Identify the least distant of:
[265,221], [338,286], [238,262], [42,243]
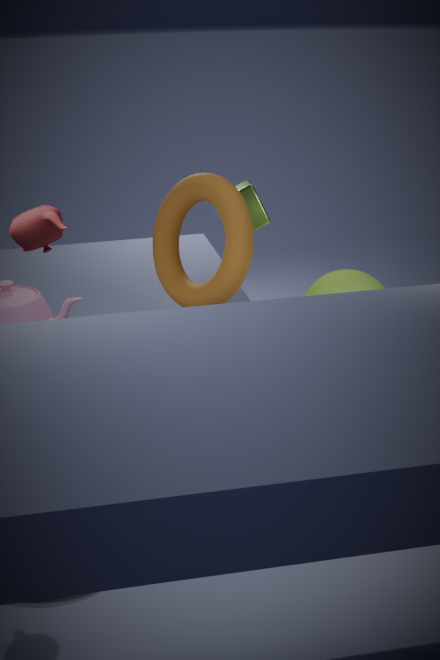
[42,243]
